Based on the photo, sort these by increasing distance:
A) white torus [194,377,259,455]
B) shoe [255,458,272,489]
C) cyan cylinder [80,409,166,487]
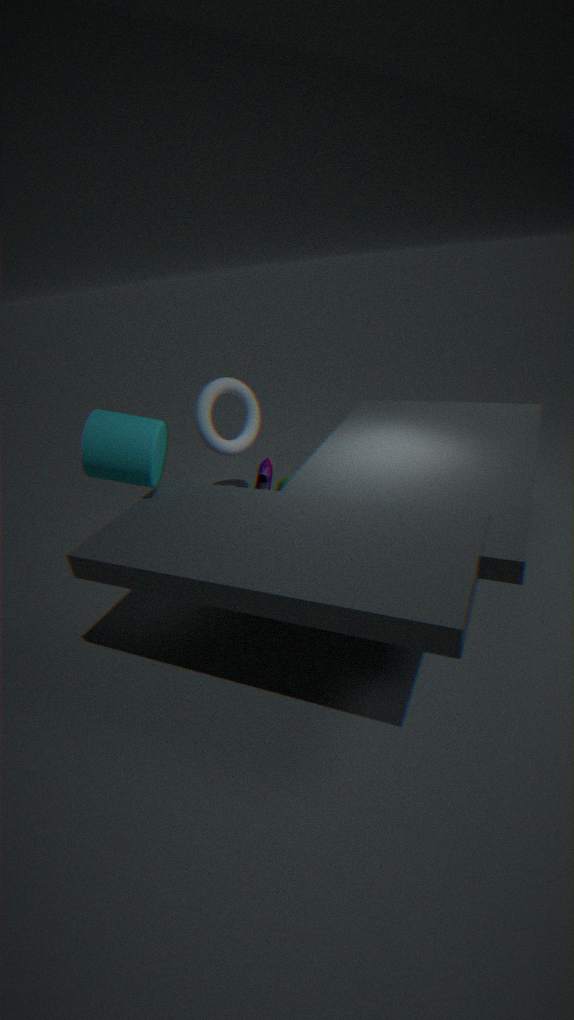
cyan cylinder [80,409,166,487]
shoe [255,458,272,489]
white torus [194,377,259,455]
